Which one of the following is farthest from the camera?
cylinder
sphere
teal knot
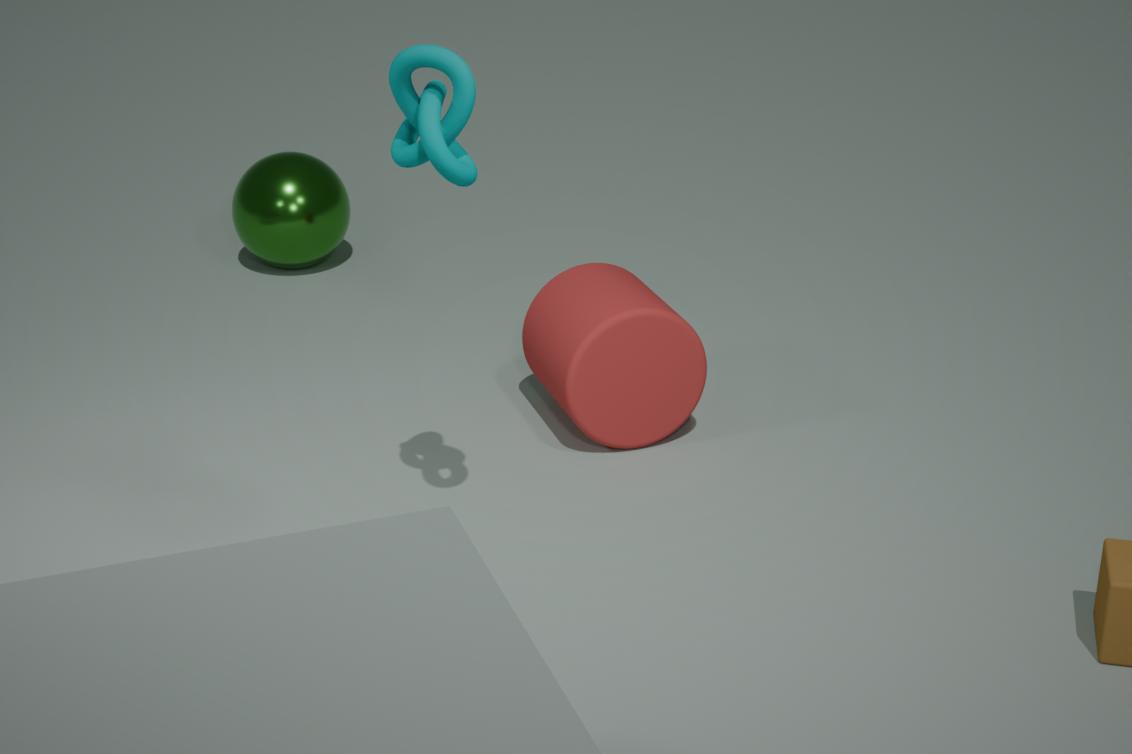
sphere
